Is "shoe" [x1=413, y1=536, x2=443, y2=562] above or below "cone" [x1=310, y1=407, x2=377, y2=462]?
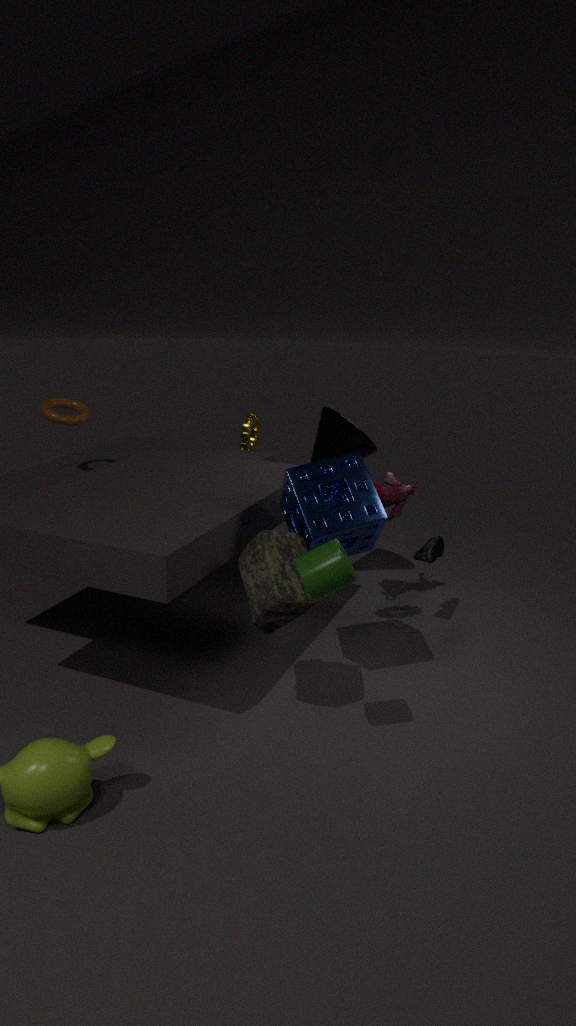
below
